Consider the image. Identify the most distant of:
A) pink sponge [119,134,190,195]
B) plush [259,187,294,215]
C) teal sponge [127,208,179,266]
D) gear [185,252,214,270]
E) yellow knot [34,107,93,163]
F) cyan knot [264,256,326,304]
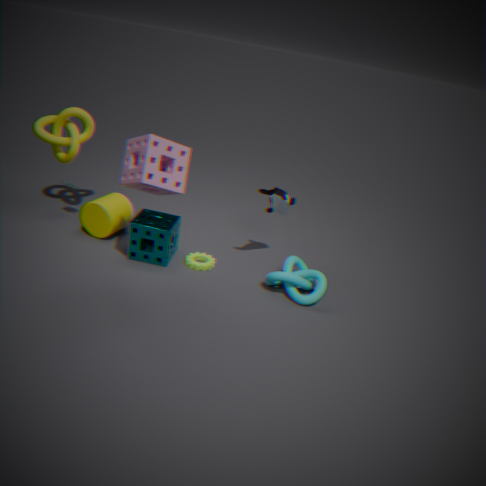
yellow knot [34,107,93,163]
